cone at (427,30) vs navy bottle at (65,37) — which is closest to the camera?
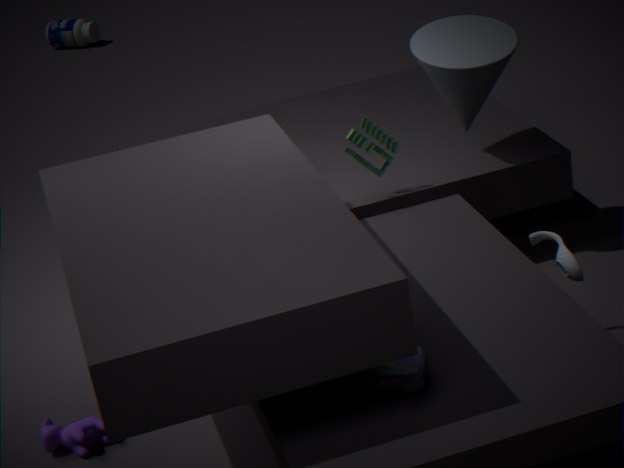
cone at (427,30)
